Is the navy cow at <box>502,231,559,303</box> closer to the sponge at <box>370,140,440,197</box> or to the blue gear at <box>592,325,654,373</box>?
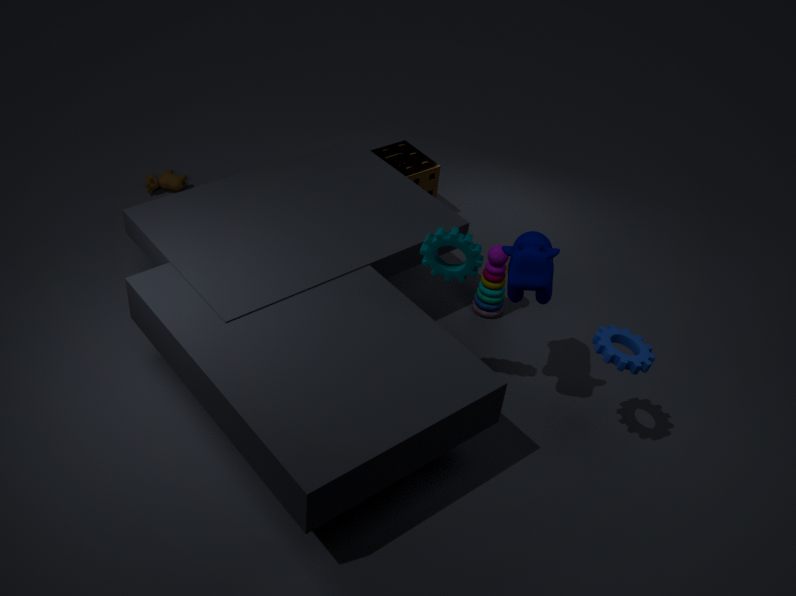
the blue gear at <box>592,325,654,373</box>
